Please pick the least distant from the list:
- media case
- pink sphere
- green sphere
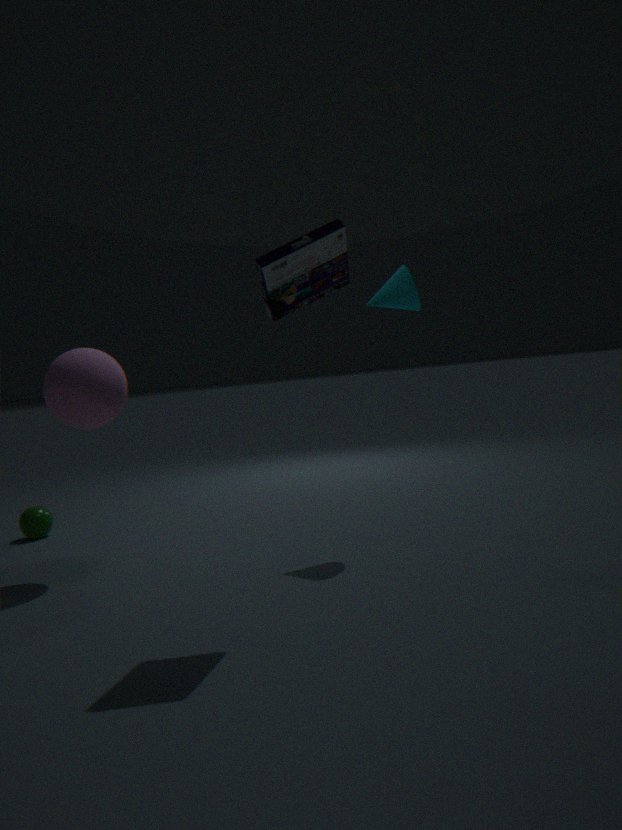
media case
